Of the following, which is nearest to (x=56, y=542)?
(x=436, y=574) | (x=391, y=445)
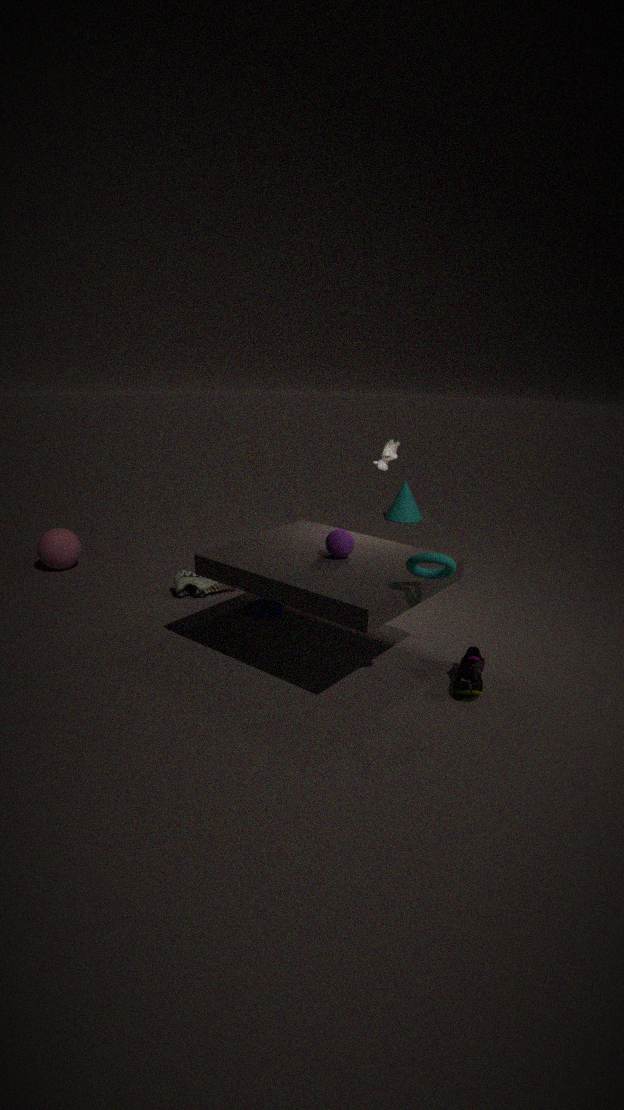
(x=391, y=445)
